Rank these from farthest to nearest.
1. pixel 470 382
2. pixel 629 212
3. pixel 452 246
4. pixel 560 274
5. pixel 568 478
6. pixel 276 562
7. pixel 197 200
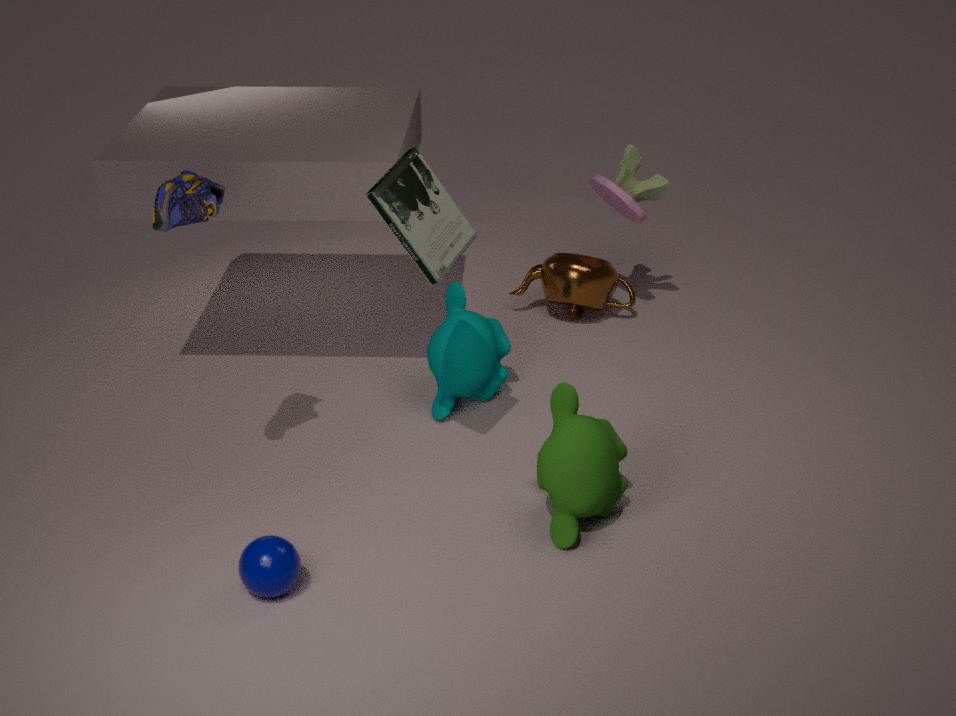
pixel 560 274
pixel 629 212
pixel 470 382
pixel 452 246
pixel 568 478
pixel 197 200
pixel 276 562
